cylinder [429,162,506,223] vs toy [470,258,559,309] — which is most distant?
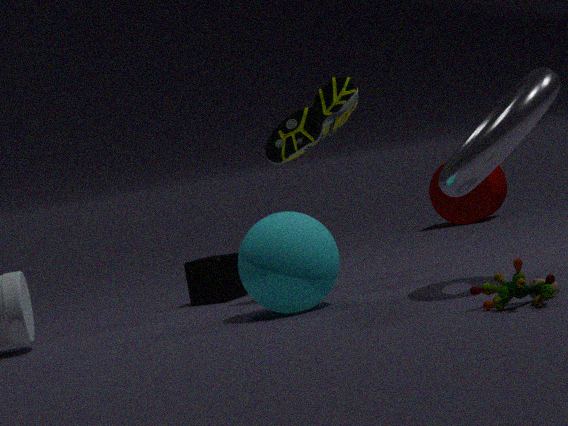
cylinder [429,162,506,223]
